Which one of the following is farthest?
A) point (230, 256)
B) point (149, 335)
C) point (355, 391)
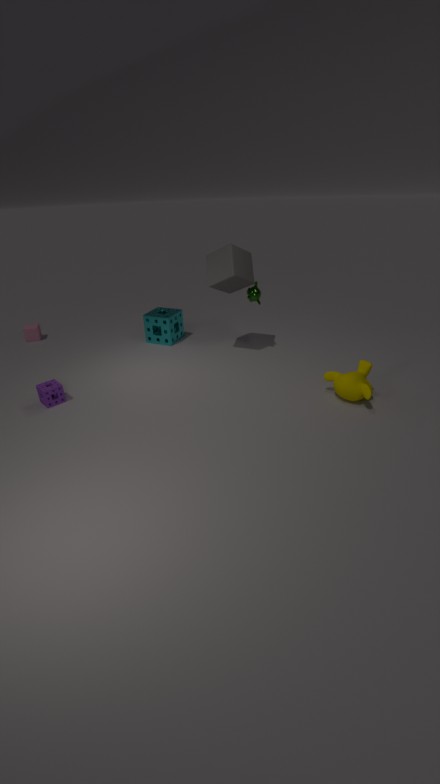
point (149, 335)
